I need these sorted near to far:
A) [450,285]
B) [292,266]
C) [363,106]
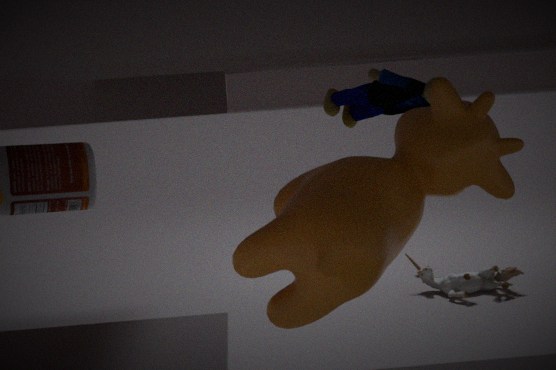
[292,266] < [363,106] < [450,285]
